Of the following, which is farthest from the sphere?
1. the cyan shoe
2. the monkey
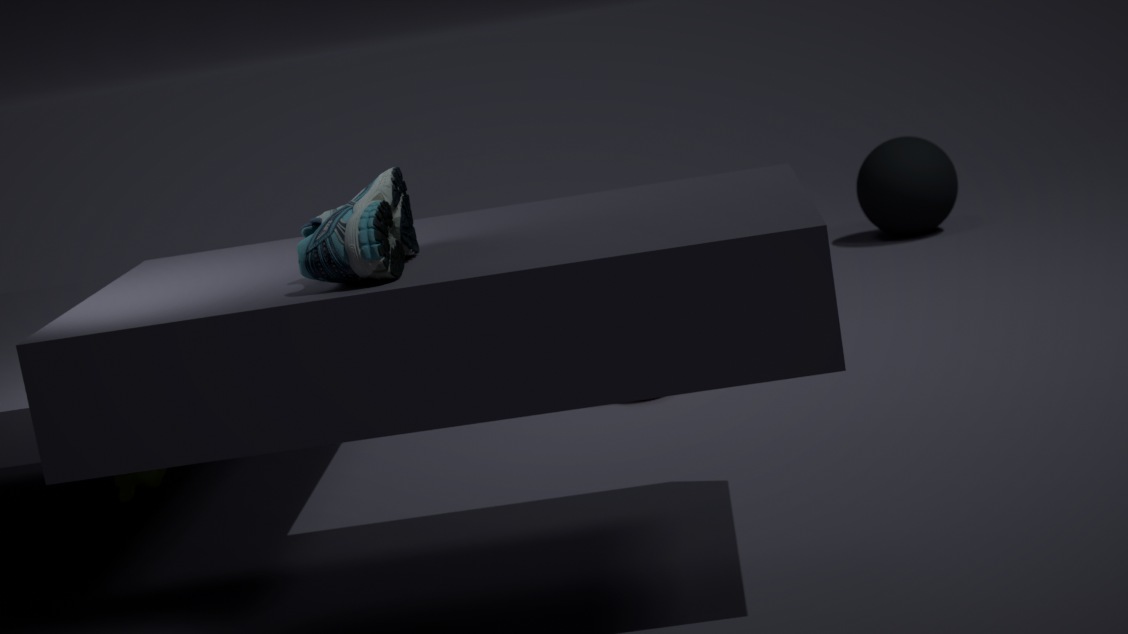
the cyan shoe
